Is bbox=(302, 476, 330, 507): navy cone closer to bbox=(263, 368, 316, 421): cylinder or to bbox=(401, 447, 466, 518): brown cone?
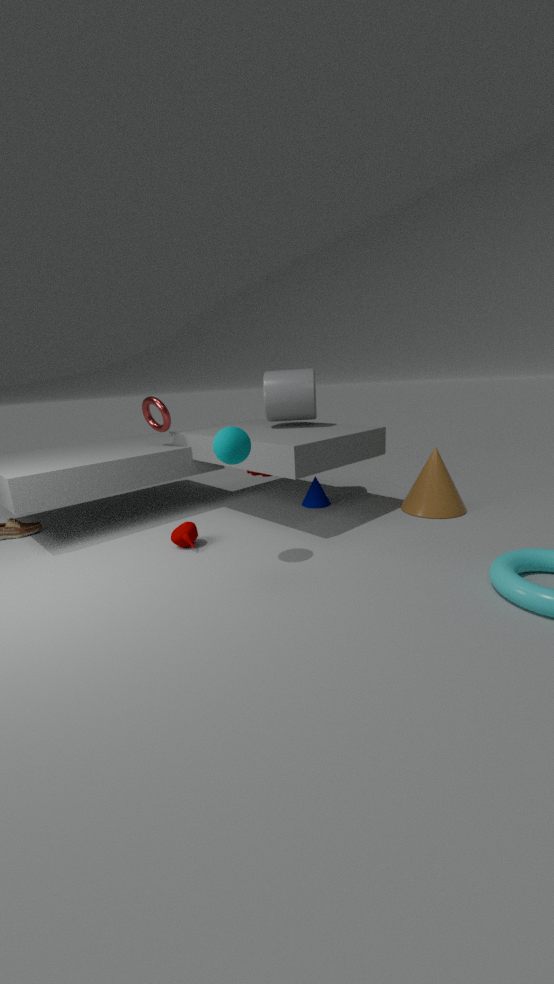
bbox=(263, 368, 316, 421): cylinder
